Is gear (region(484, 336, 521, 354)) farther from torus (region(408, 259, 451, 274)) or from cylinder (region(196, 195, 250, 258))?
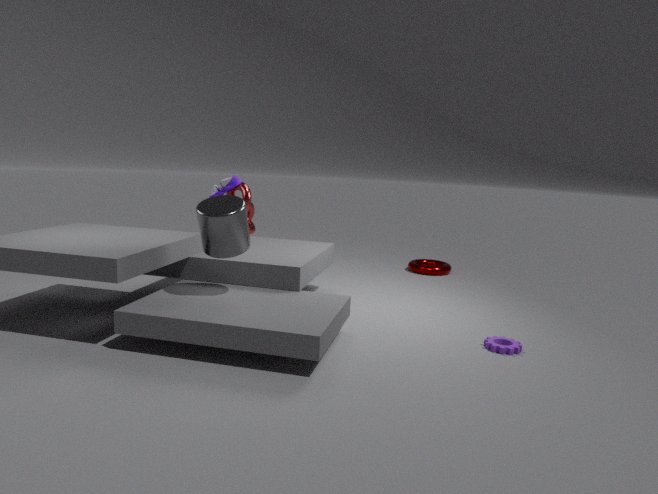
torus (region(408, 259, 451, 274))
